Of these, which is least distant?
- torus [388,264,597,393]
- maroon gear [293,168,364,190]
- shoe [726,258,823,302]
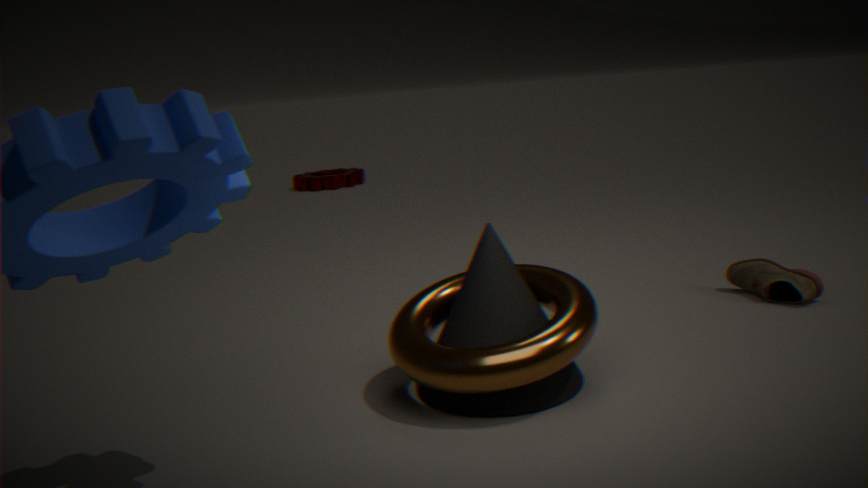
torus [388,264,597,393]
